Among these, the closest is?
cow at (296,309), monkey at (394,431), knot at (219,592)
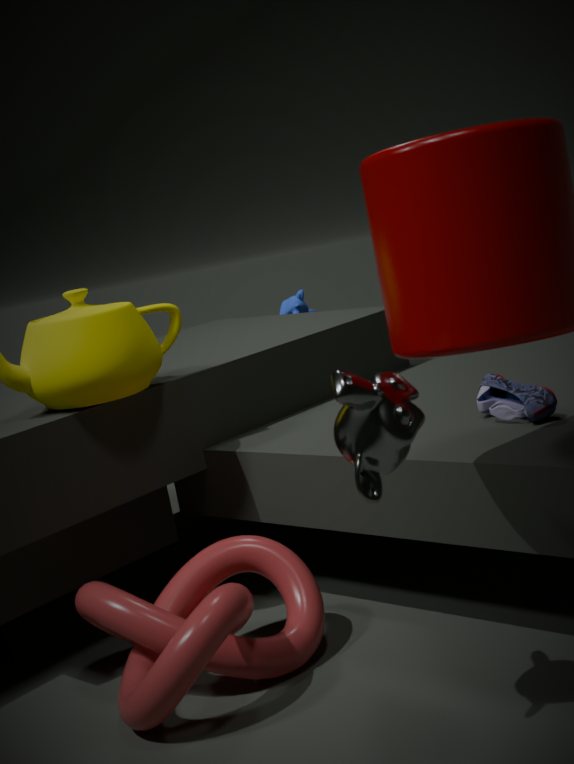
monkey at (394,431)
